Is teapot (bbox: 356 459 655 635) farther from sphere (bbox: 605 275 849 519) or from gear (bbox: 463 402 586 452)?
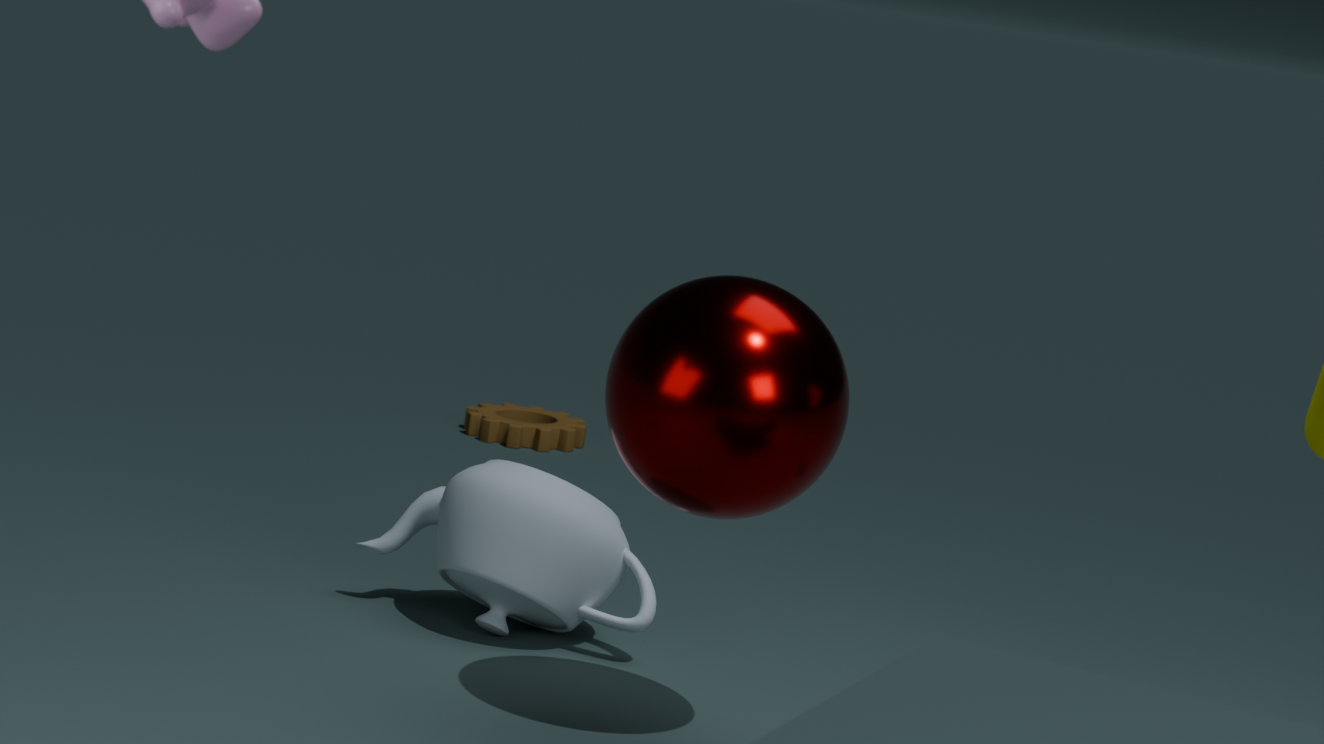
gear (bbox: 463 402 586 452)
